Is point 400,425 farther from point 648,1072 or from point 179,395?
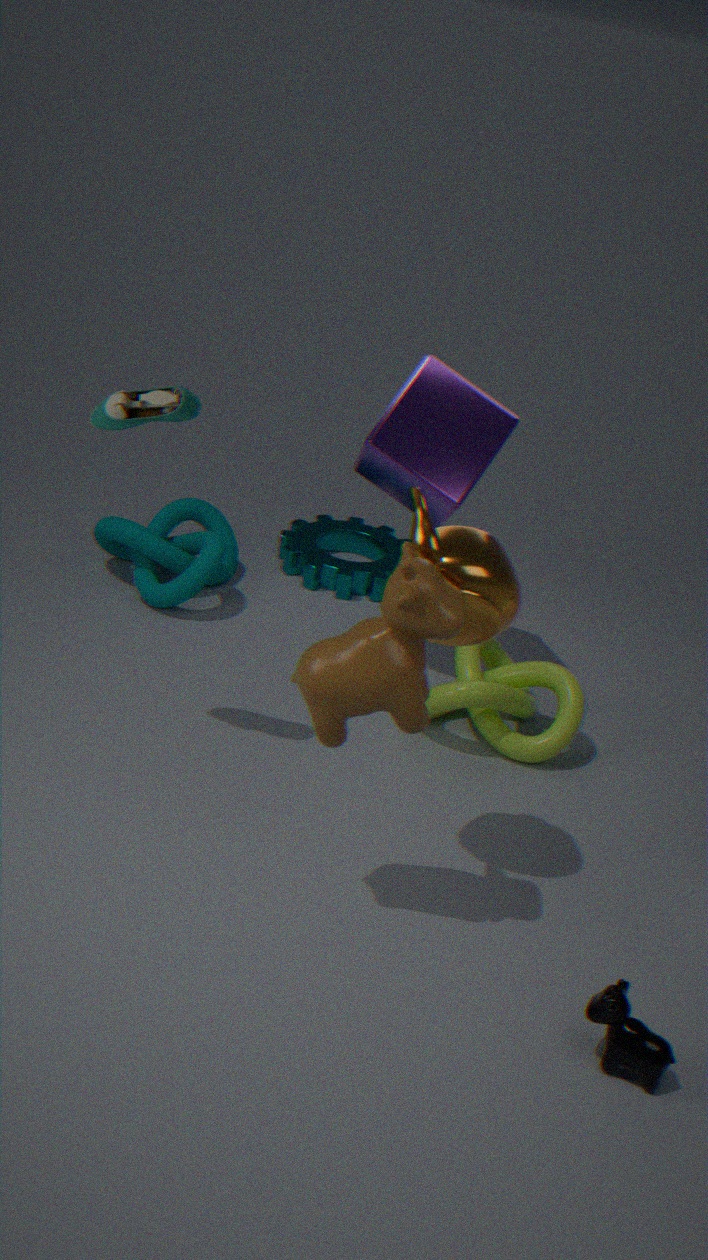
point 648,1072
